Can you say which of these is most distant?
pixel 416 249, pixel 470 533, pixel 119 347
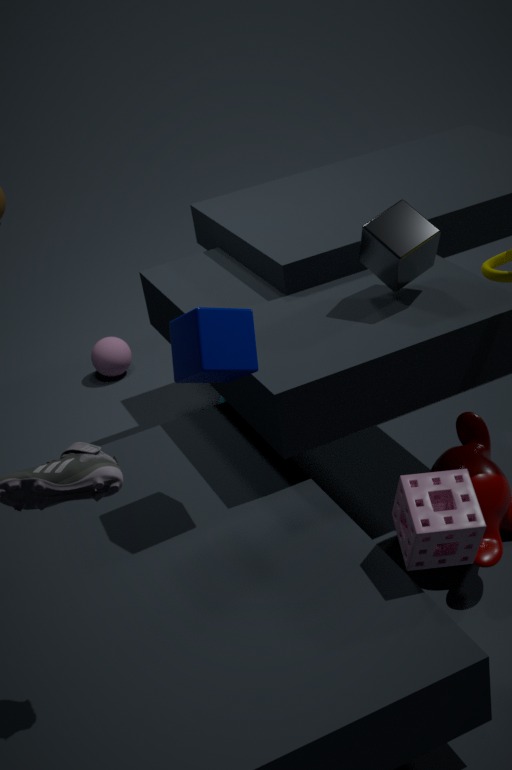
pixel 119 347
